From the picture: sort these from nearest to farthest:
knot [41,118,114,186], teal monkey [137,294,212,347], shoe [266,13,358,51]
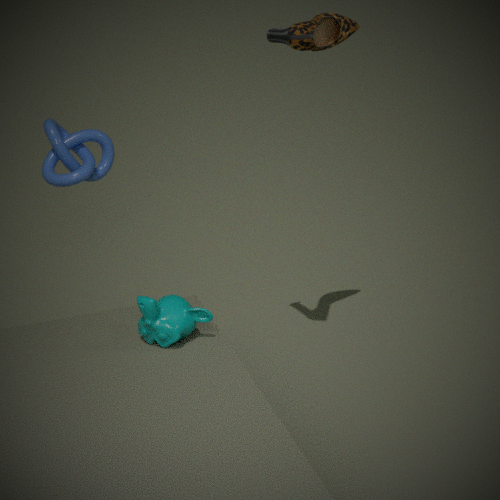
teal monkey [137,294,212,347] < shoe [266,13,358,51] < knot [41,118,114,186]
